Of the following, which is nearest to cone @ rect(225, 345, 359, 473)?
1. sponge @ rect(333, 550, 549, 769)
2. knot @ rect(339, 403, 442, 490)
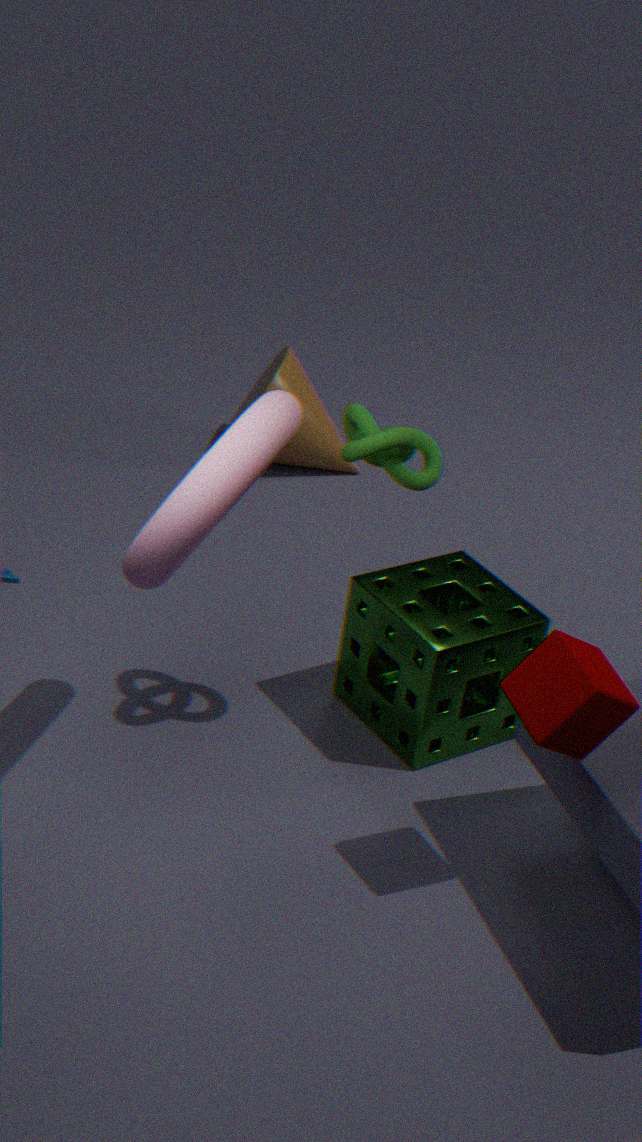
sponge @ rect(333, 550, 549, 769)
